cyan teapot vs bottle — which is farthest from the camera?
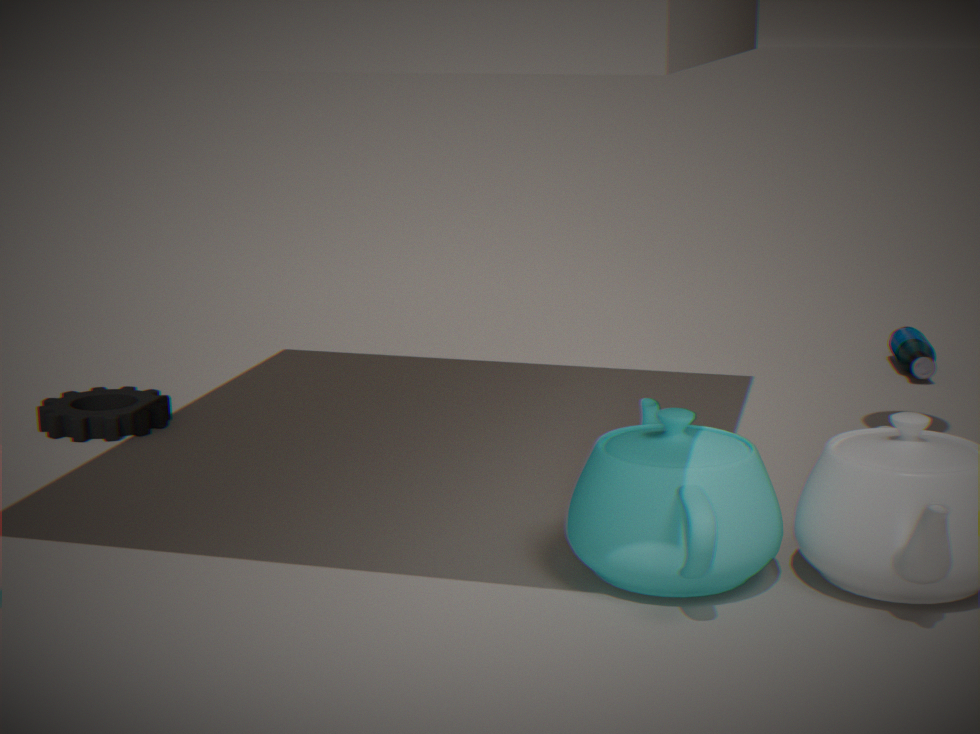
bottle
